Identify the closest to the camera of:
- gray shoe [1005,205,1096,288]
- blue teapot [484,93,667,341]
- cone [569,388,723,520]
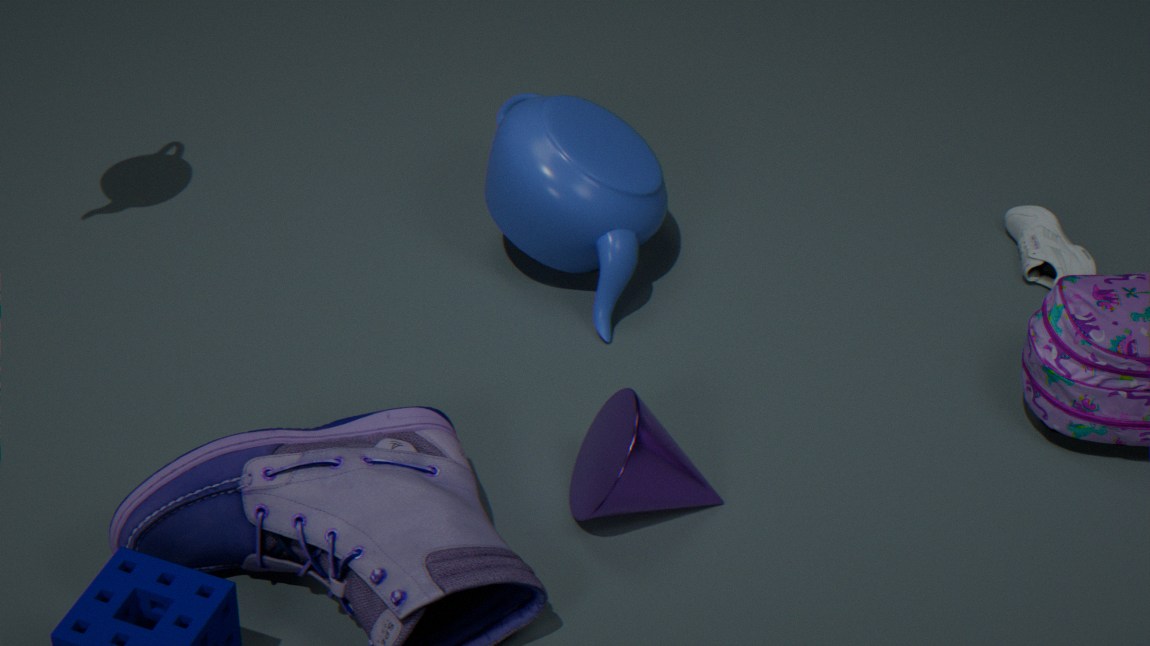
cone [569,388,723,520]
